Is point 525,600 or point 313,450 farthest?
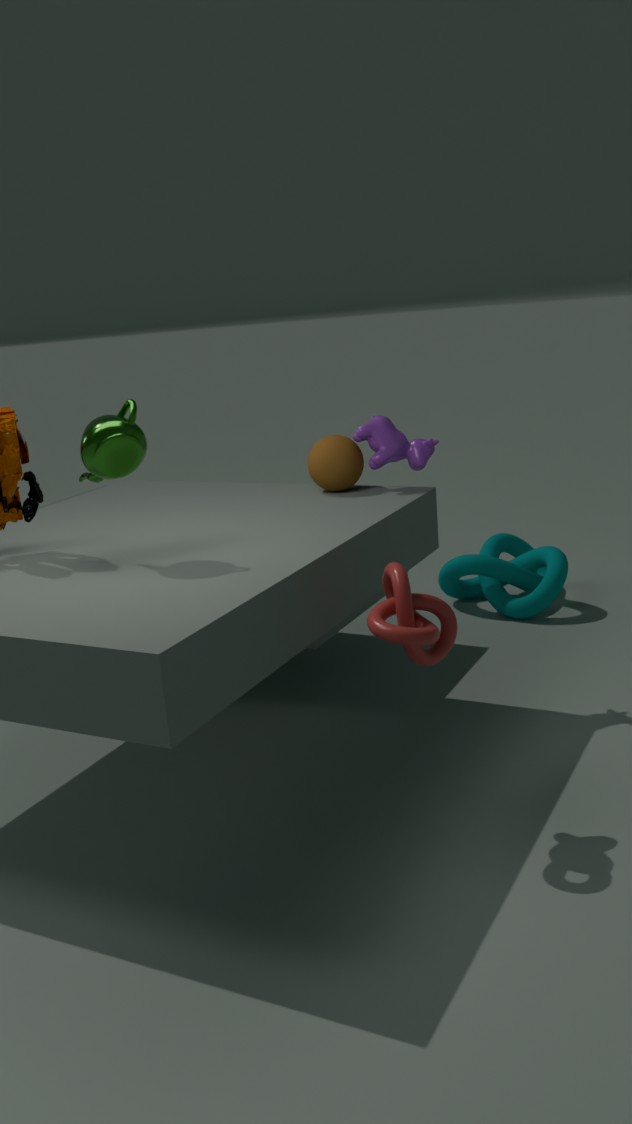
point 525,600
